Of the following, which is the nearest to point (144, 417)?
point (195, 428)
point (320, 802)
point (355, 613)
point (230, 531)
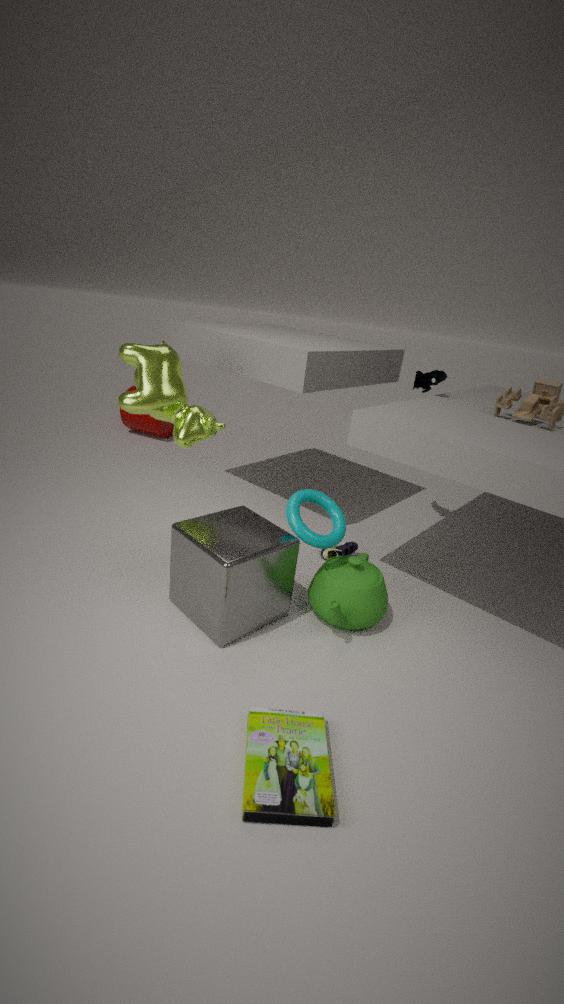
point (195, 428)
